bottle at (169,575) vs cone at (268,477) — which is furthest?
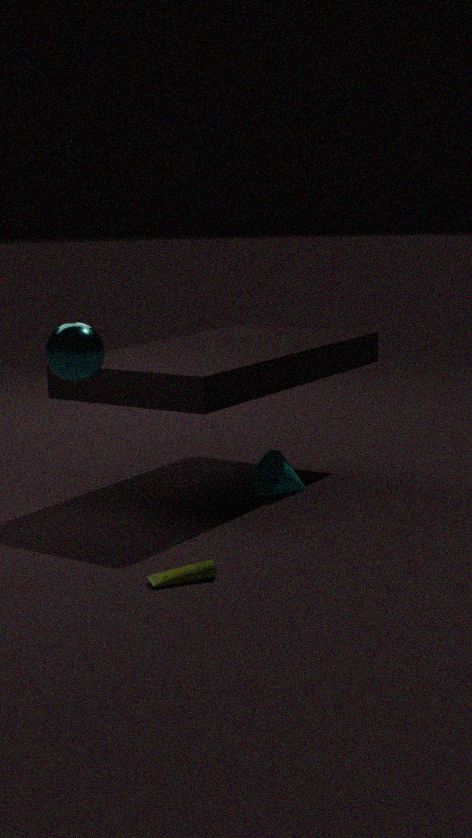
cone at (268,477)
